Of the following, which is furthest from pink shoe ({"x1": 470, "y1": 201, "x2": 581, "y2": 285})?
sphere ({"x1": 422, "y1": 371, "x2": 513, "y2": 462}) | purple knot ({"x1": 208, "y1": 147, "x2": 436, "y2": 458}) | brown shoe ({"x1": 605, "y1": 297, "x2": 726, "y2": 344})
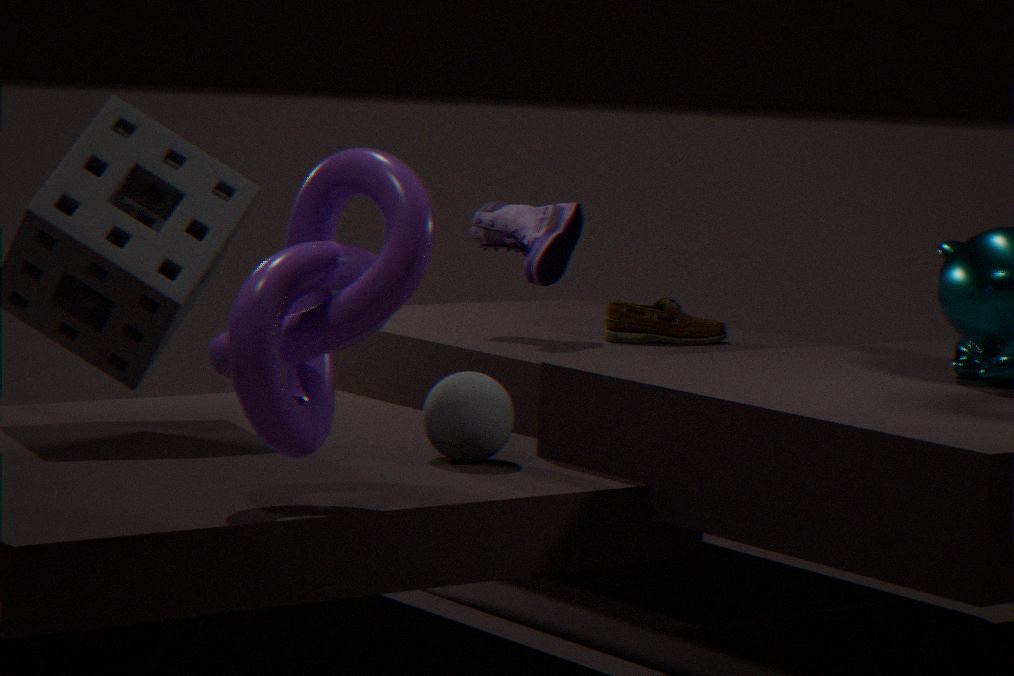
purple knot ({"x1": 208, "y1": 147, "x2": 436, "y2": 458})
